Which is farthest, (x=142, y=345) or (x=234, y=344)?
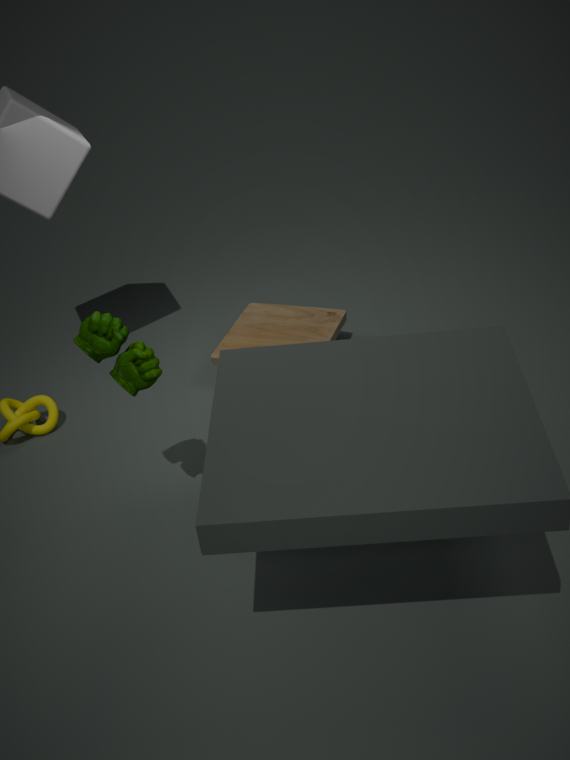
(x=234, y=344)
